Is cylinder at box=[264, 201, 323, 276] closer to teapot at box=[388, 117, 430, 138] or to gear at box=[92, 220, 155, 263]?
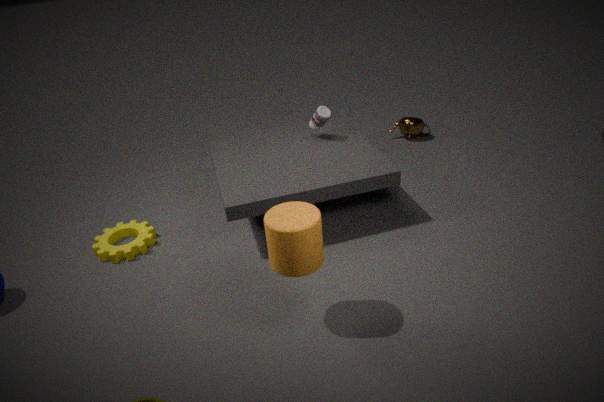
gear at box=[92, 220, 155, 263]
